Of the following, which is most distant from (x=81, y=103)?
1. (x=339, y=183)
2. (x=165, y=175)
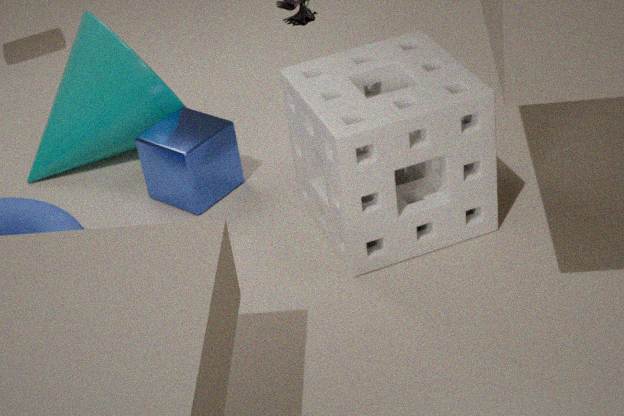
(x=339, y=183)
